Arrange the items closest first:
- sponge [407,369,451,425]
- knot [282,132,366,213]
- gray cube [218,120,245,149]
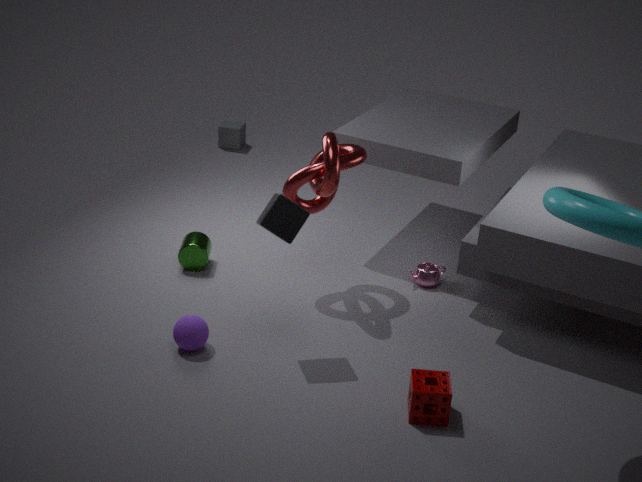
1. sponge [407,369,451,425]
2. knot [282,132,366,213]
3. gray cube [218,120,245,149]
